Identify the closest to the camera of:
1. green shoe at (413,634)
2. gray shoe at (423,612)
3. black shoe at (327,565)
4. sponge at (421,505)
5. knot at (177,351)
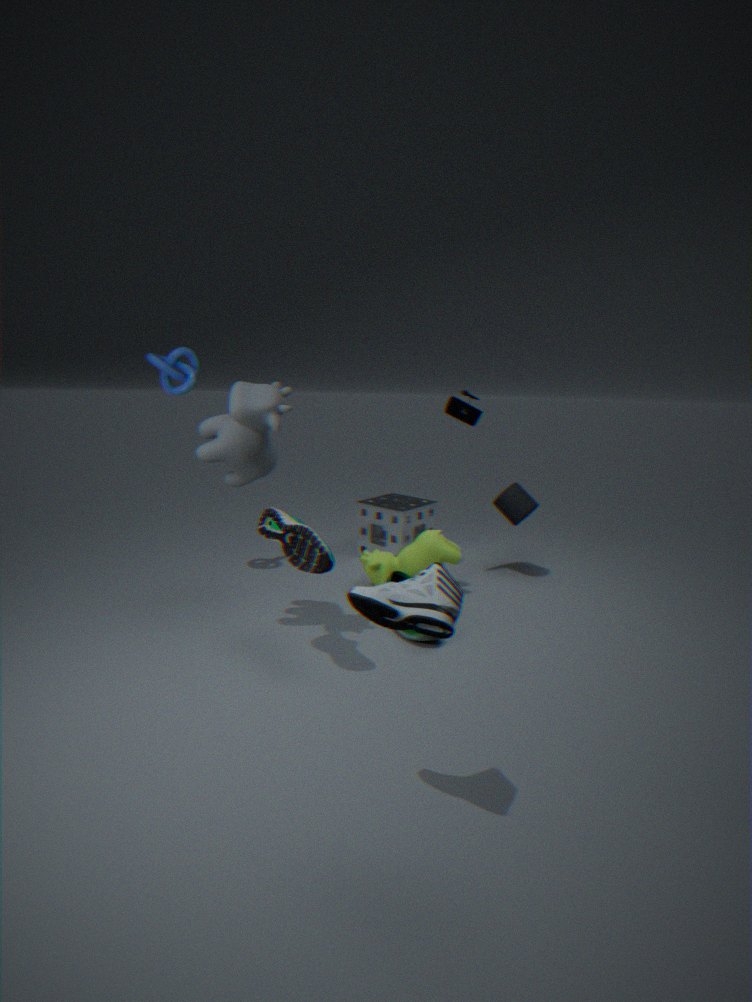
gray shoe at (423,612)
